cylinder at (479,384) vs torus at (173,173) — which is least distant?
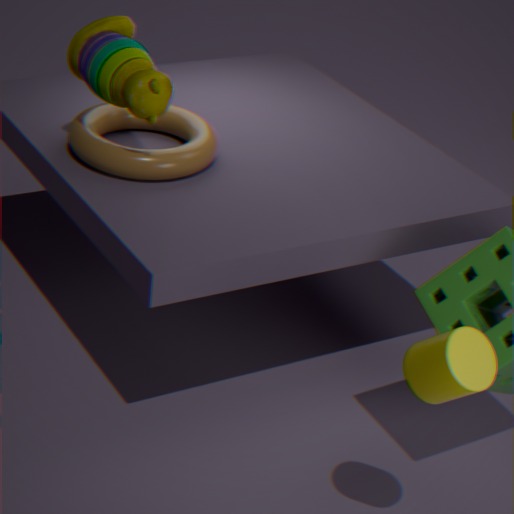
cylinder at (479,384)
